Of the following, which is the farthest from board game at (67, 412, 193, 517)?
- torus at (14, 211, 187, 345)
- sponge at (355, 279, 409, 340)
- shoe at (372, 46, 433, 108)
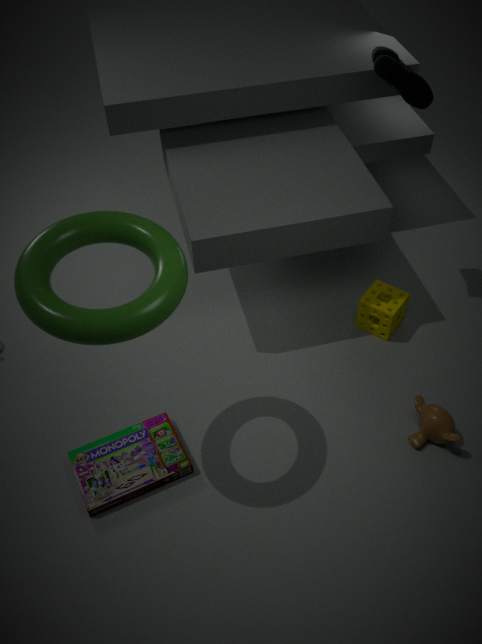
shoe at (372, 46, 433, 108)
